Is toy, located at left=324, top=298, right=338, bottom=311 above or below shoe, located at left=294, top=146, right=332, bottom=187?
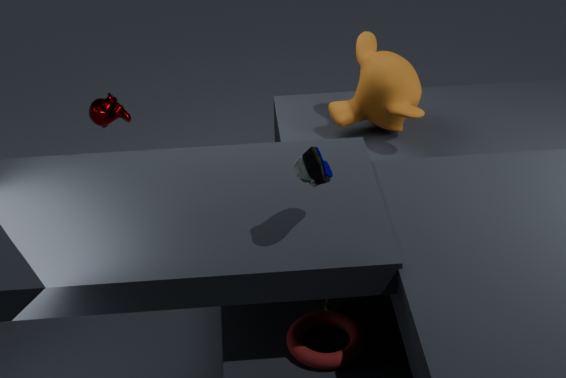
below
